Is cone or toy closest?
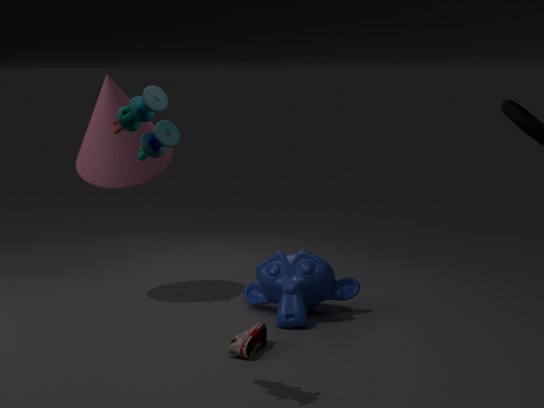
toy
